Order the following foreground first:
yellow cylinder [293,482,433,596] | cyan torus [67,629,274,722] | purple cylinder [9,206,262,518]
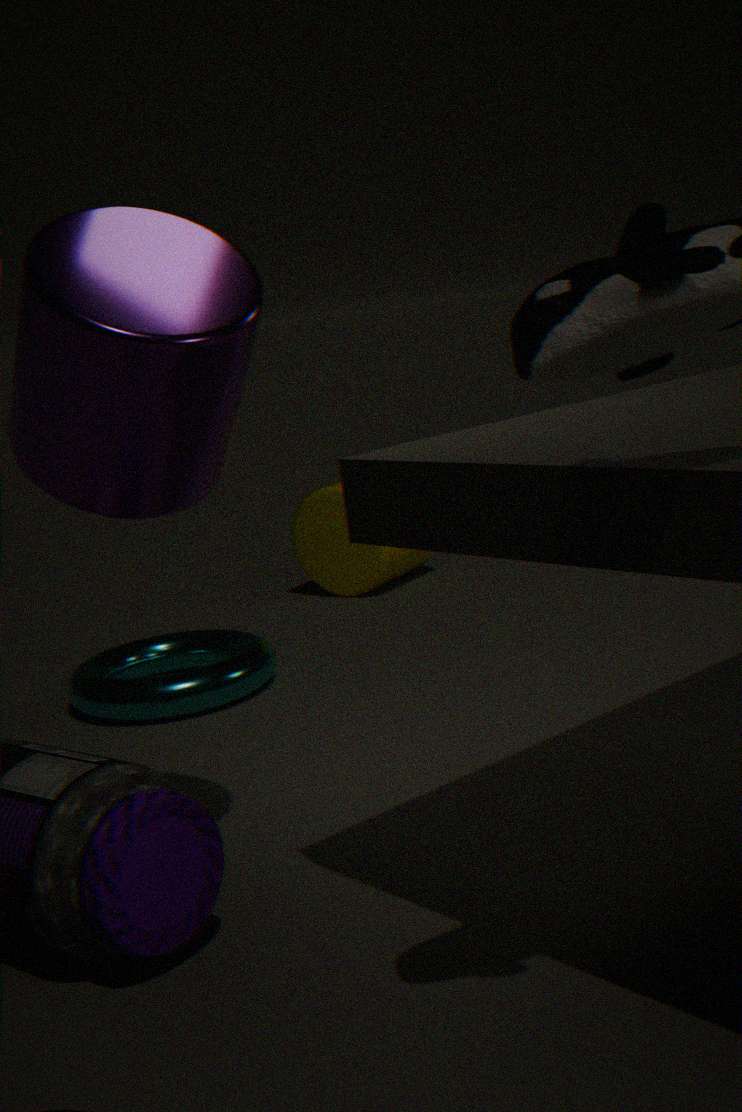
1. purple cylinder [9,206,262,518]
2. cyan torus [67,629,274,722]
3. yellow cylinder [293,482,433,596]
